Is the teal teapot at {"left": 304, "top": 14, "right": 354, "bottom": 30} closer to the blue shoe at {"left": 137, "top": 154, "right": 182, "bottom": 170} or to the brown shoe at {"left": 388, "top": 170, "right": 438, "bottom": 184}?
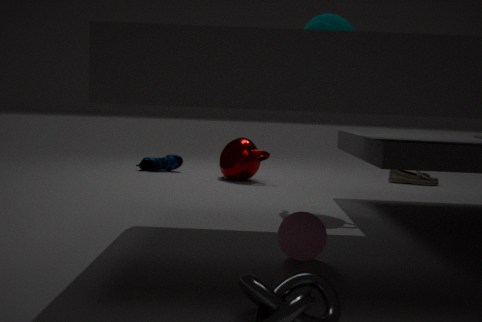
the brown shoe at {"left": 388, "top": 170, "right": 438, "bottom": 184}
